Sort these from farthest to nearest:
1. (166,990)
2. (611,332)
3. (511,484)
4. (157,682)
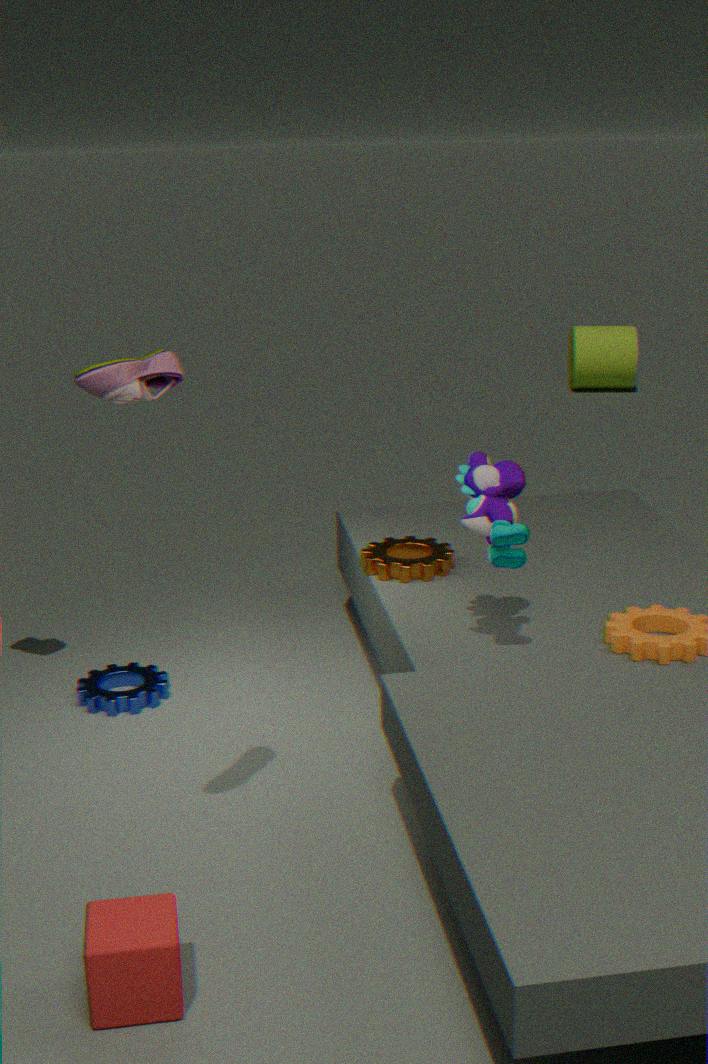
(611,332) < (157,682) < (511,484) < (166,990)
